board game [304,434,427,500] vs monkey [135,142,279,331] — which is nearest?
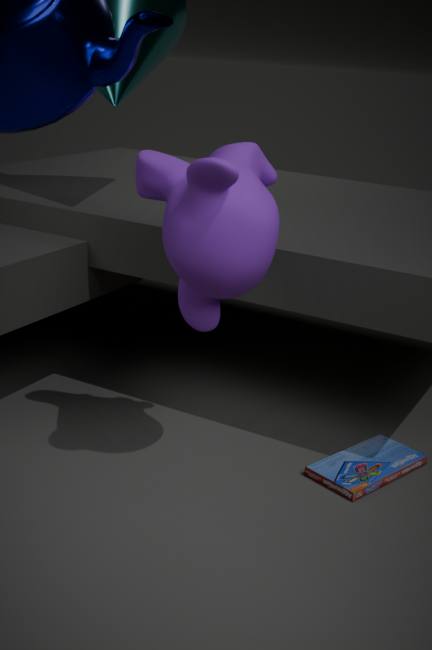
monkey [135,142,279,331]
